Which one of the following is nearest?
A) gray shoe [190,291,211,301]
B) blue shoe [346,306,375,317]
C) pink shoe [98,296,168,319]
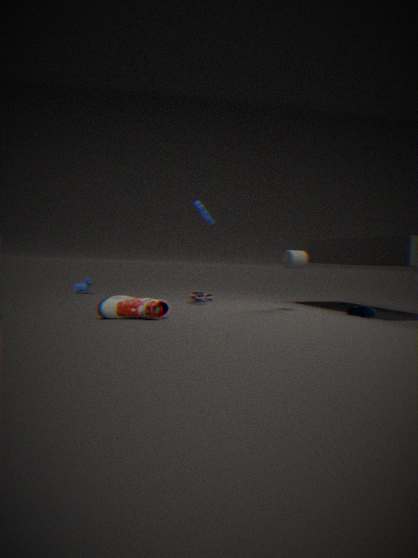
pink shoe [98,296,168,319]
